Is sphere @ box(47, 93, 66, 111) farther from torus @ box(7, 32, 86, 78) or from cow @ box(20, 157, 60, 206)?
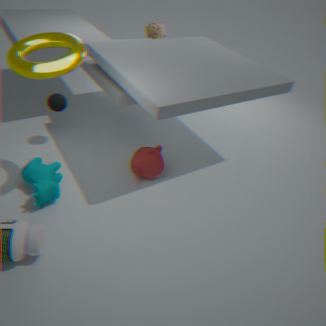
Answer: torus @ box(7, 32, 86, 78)
